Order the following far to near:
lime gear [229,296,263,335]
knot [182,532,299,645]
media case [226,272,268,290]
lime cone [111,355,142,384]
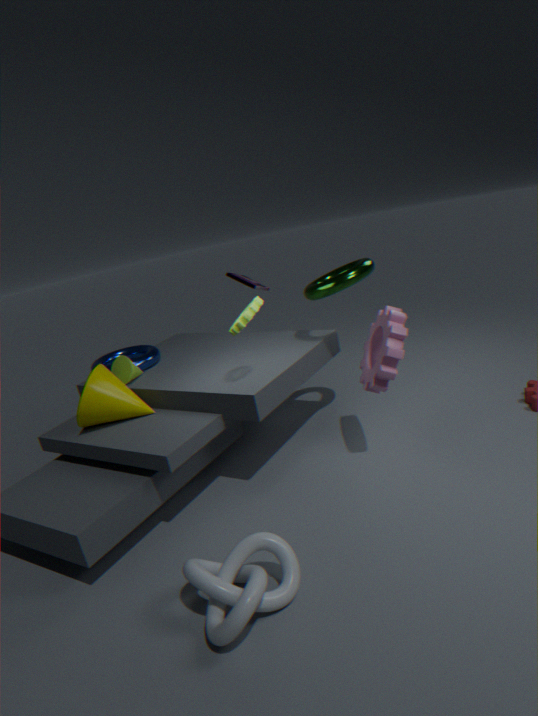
media case [226,272,268,290] → lime cone [111,355,142,384] → lime gear [229,296,263,335] → knot [182,532,299,645]
